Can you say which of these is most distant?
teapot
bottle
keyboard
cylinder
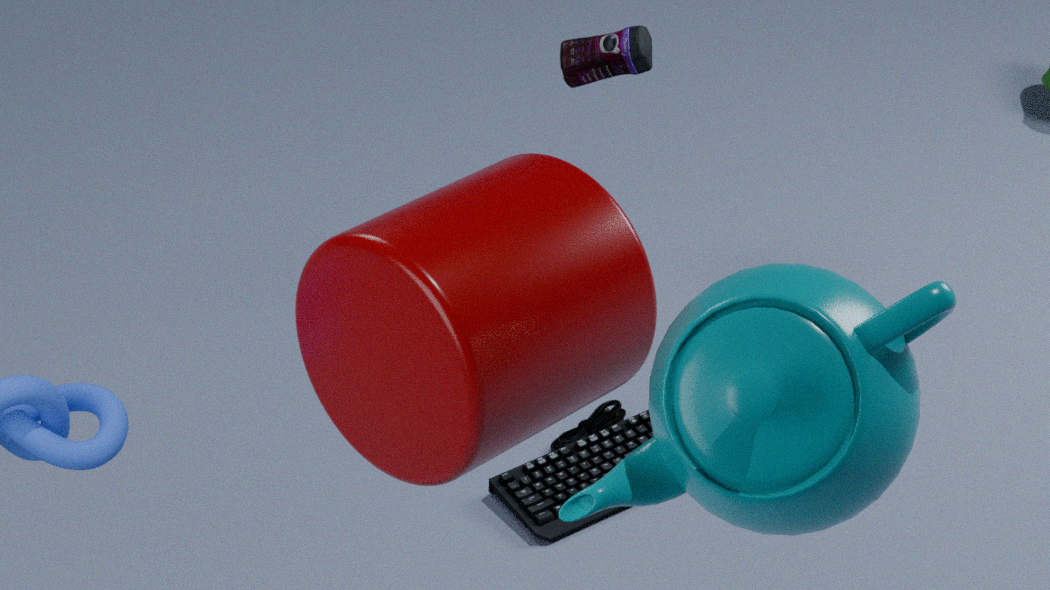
bottle
